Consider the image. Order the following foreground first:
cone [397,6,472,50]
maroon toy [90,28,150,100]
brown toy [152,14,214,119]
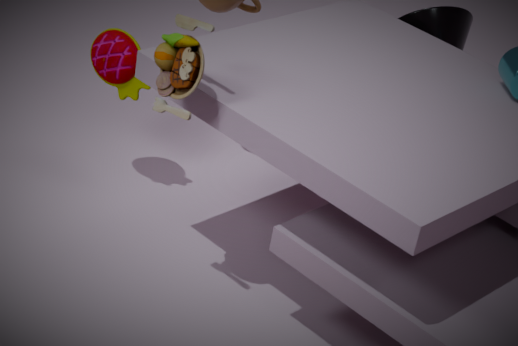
brown toy [152,14,214,119], maroon toy [90,28,150,100], cone [397,6,472,50]
